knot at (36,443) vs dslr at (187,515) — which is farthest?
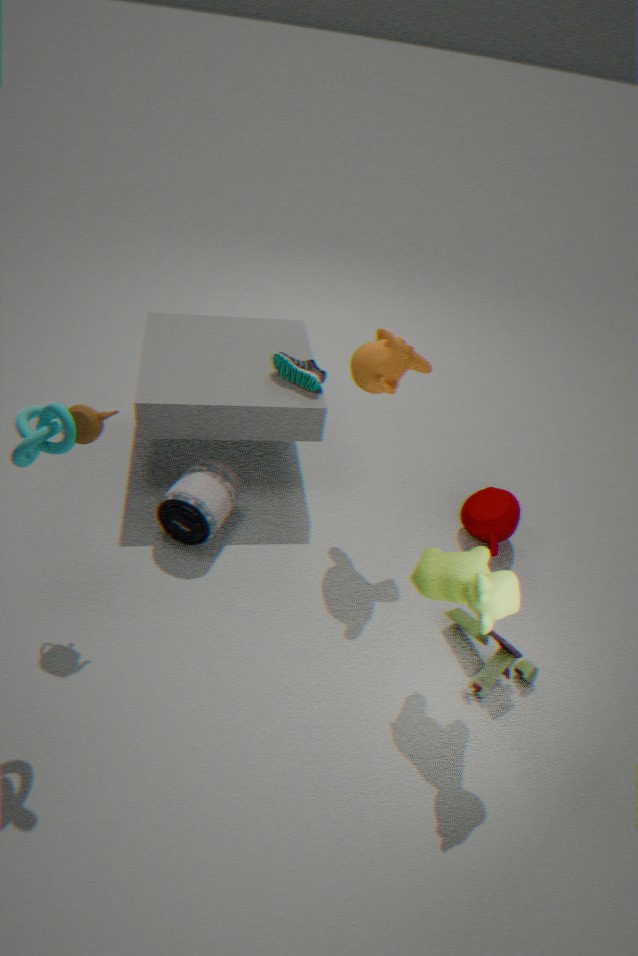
dslr at (187,515)
